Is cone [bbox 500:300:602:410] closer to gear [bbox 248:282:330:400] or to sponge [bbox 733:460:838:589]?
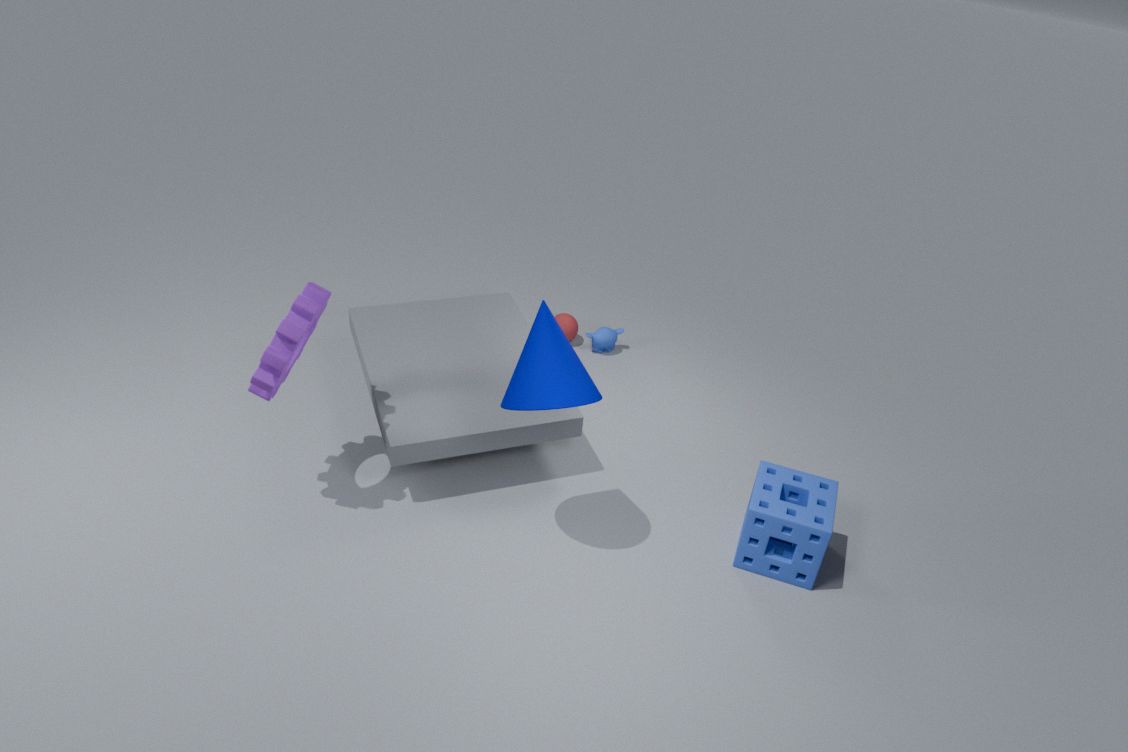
sponge [bbox 733:460:838:589]
